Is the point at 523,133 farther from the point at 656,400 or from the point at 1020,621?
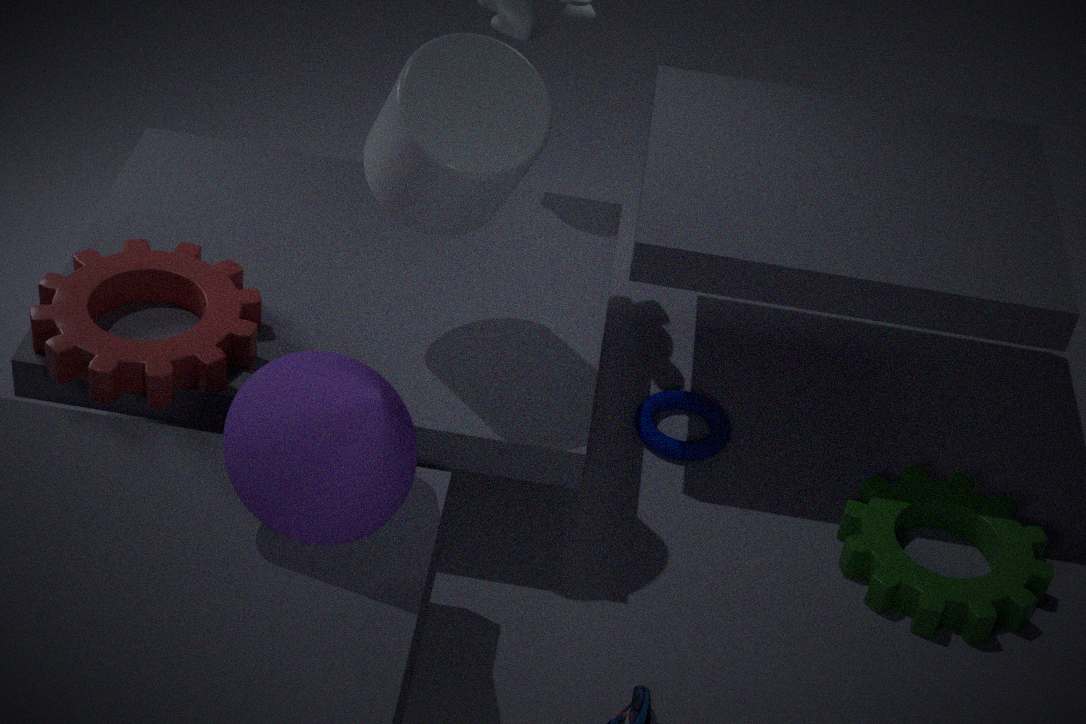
the point at 1020,621
